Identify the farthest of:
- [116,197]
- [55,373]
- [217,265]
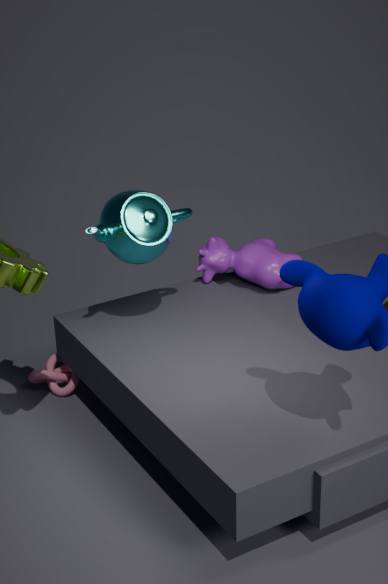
[217,265]
